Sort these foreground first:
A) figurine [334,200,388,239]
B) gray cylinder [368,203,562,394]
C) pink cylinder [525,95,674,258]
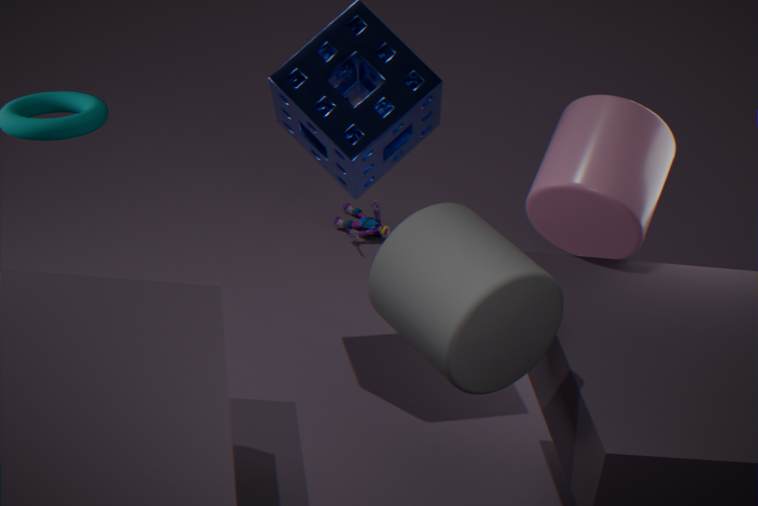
gray cylinder [368,203,562,394]
pink cylinder [525,95,674,258]
figurine [334,200,388,239]
